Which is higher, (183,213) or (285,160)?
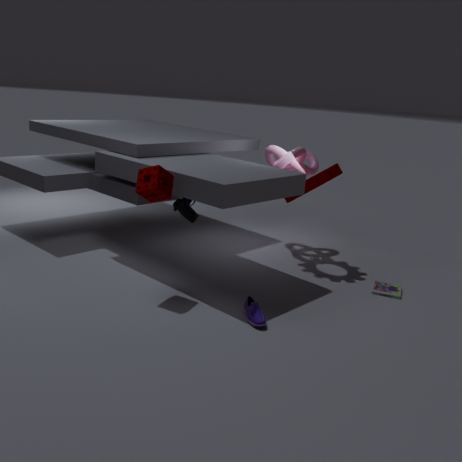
(285,160)
